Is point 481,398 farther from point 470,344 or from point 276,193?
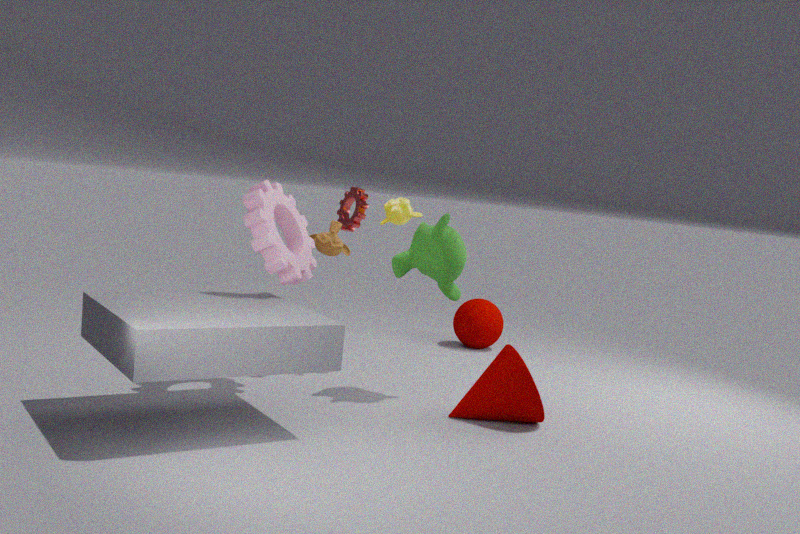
point 470,344
